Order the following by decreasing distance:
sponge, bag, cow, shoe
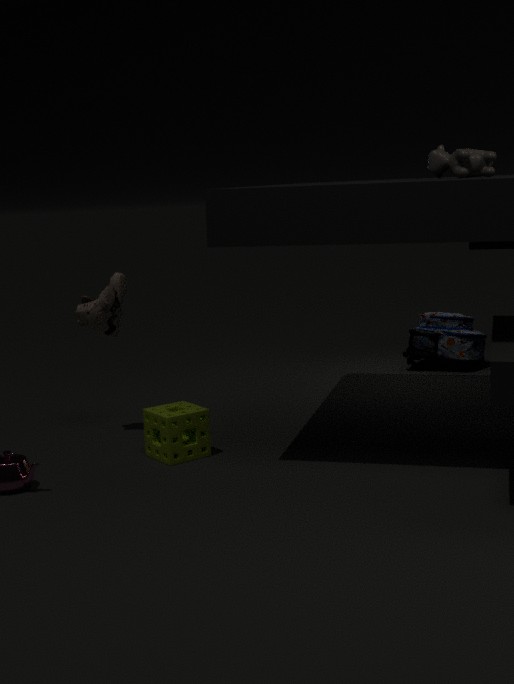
bag
shoe
sponge
cow
